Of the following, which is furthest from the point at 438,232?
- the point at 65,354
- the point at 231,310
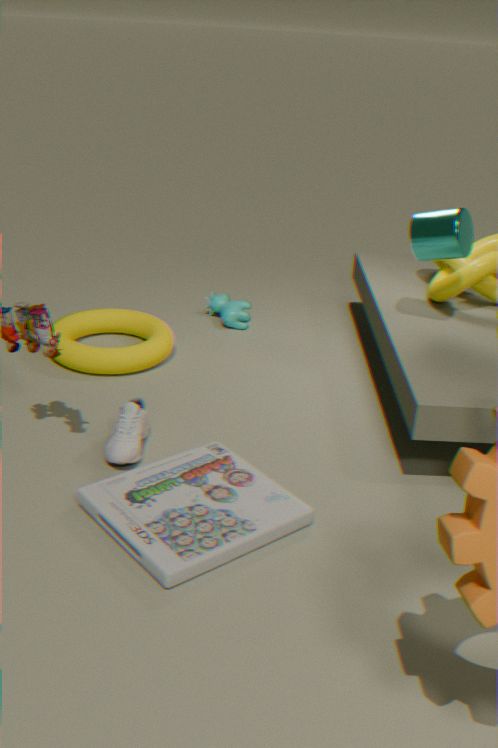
the point at 65,354
